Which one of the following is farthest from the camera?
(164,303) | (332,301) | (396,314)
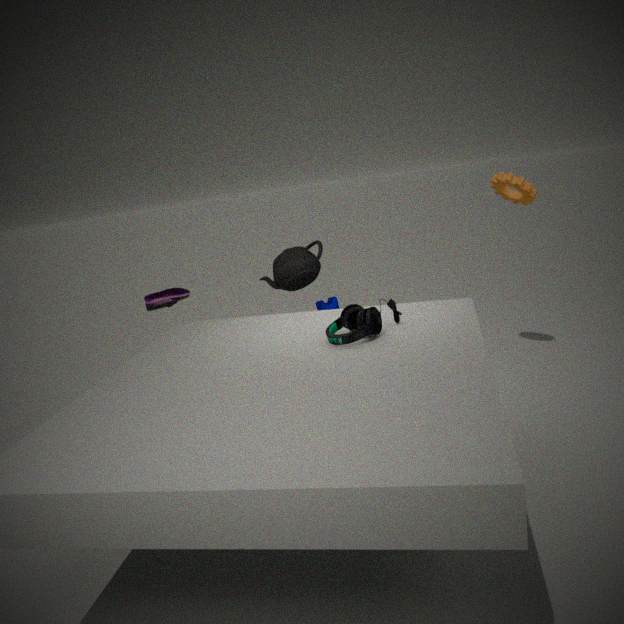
(332,301)
